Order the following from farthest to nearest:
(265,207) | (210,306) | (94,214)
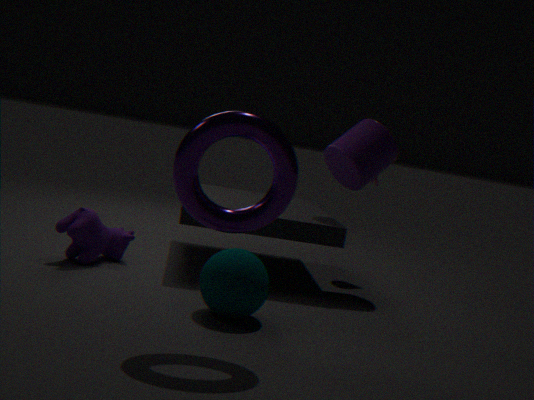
1. (94,214)
2. (210,306)
3. (265,207)
